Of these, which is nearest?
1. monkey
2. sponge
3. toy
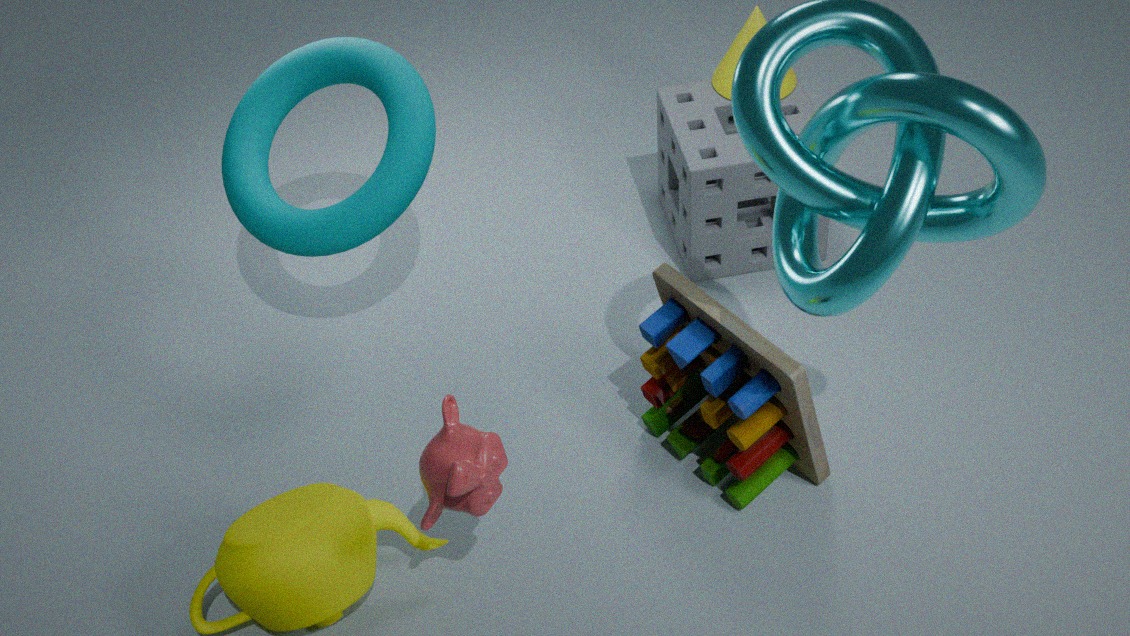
monkey
